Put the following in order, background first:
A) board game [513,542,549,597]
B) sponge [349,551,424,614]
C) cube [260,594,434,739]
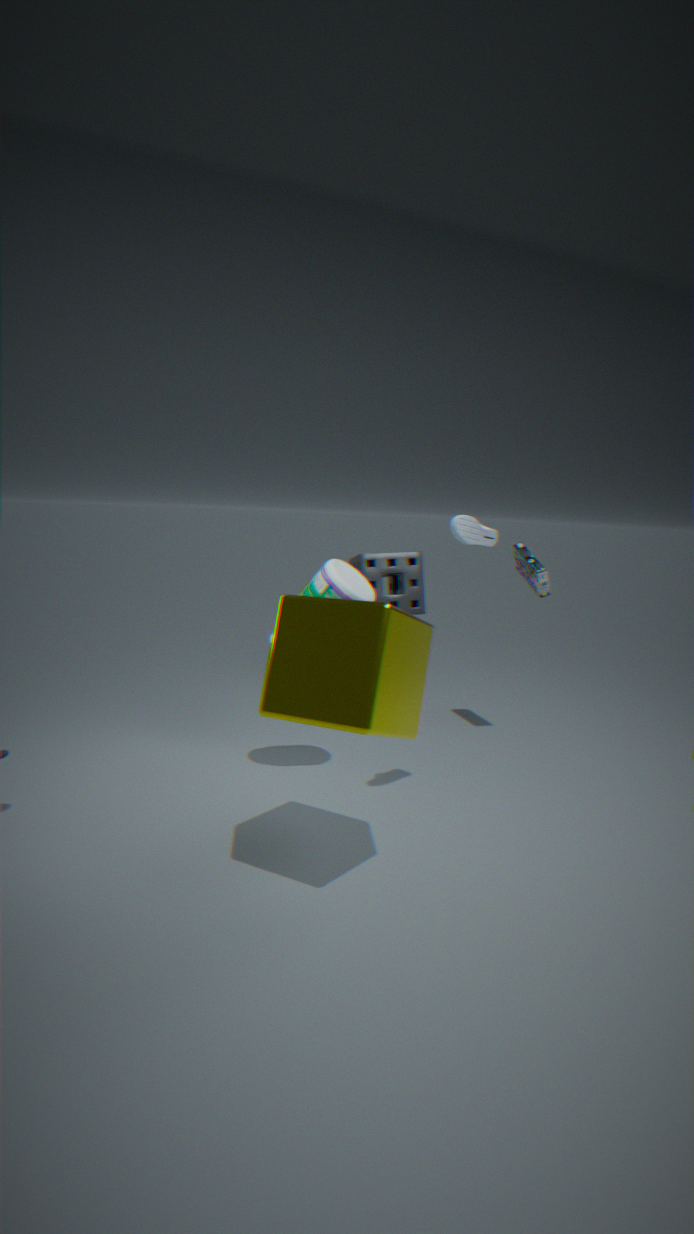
sponge [349,551,424,614]
board game [513,542,549,597]
cube [260,594,434,739]
